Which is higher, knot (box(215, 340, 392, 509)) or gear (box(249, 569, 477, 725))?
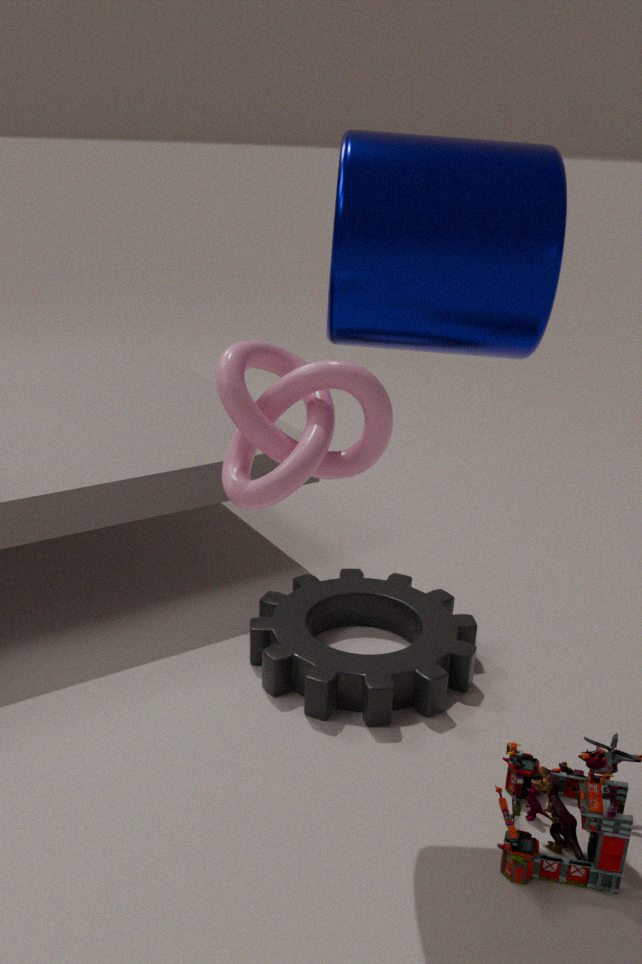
knot (box(215, 340, 392, 509))
